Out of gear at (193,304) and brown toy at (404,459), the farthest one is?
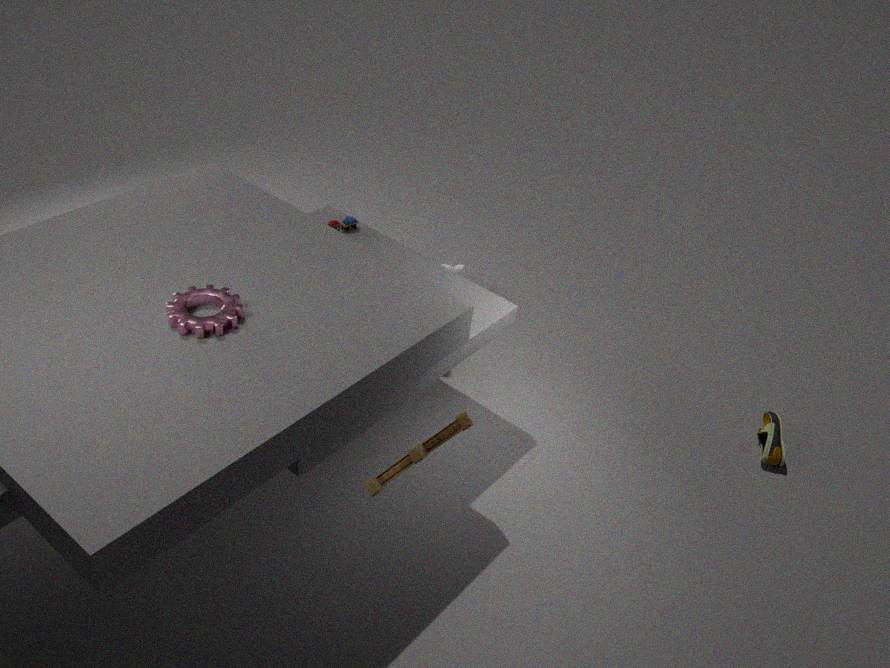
gear at (193,304)
